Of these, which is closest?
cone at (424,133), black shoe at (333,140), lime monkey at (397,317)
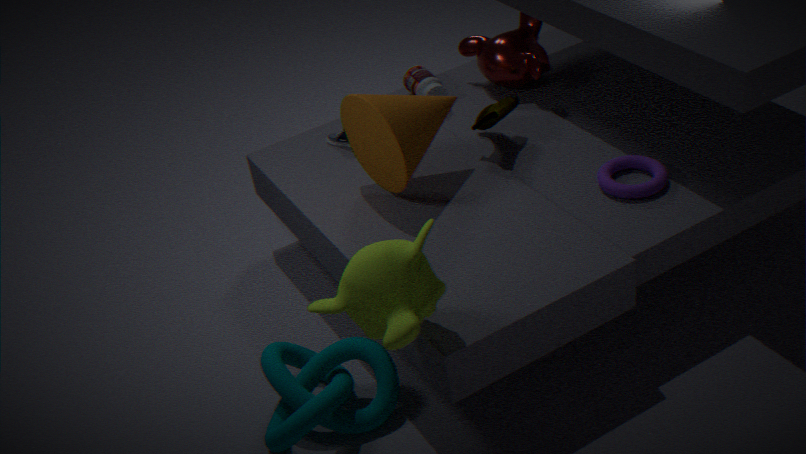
lime monkey at (397,317)
